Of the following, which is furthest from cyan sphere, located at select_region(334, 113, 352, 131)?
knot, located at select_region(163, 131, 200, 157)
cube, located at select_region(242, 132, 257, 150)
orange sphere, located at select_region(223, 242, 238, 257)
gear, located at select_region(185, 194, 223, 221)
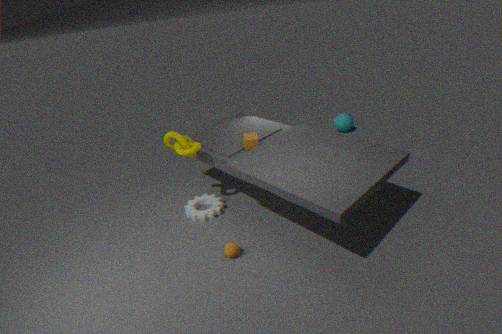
orange sphere, located at select_region(223, 242, 238, 257)
